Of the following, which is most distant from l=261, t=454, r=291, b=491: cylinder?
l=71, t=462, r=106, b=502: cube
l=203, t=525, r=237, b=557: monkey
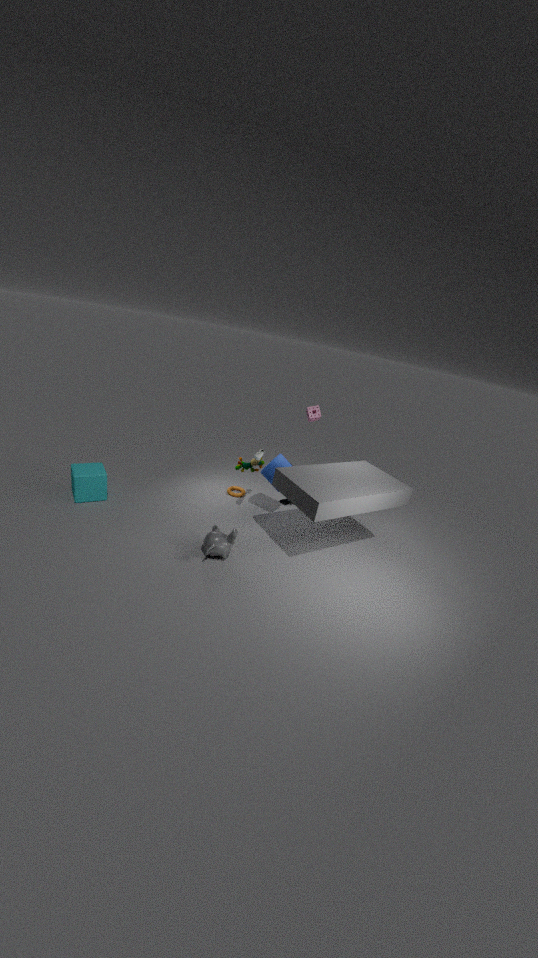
l=71, t=462, r=106, b=502: cube
